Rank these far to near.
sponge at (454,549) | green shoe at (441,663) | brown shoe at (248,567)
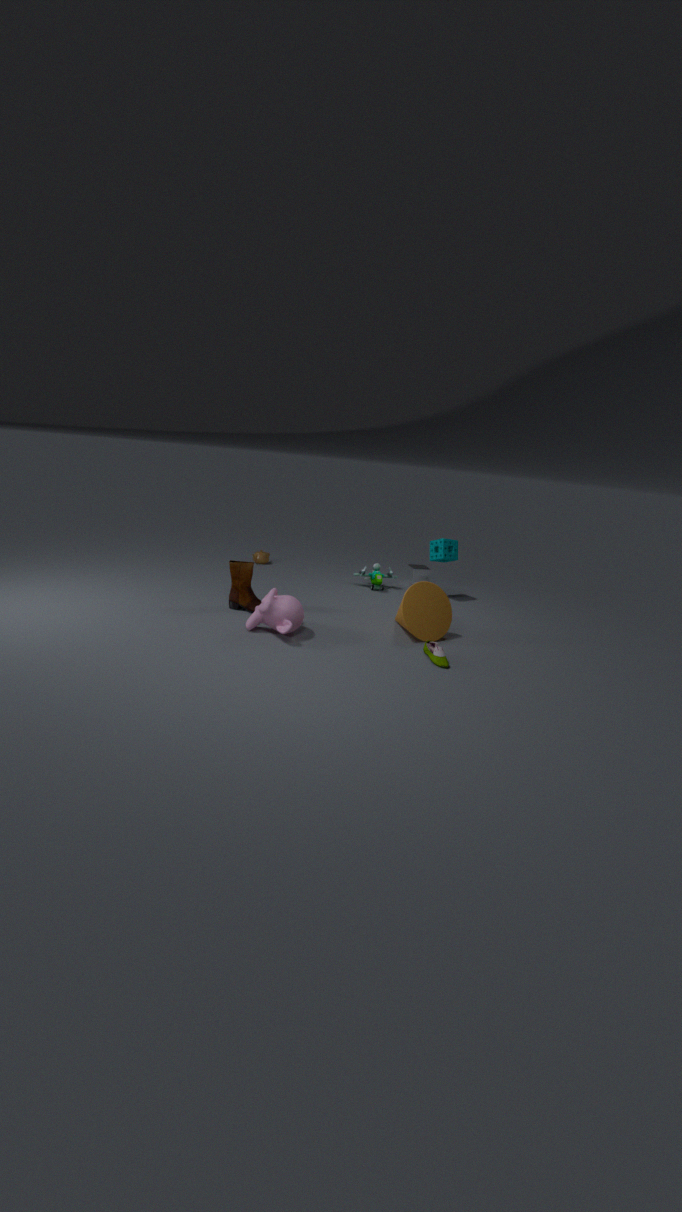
sponge at (454,549) < brown shoe at (248,567) < green shoe at (441,663)
